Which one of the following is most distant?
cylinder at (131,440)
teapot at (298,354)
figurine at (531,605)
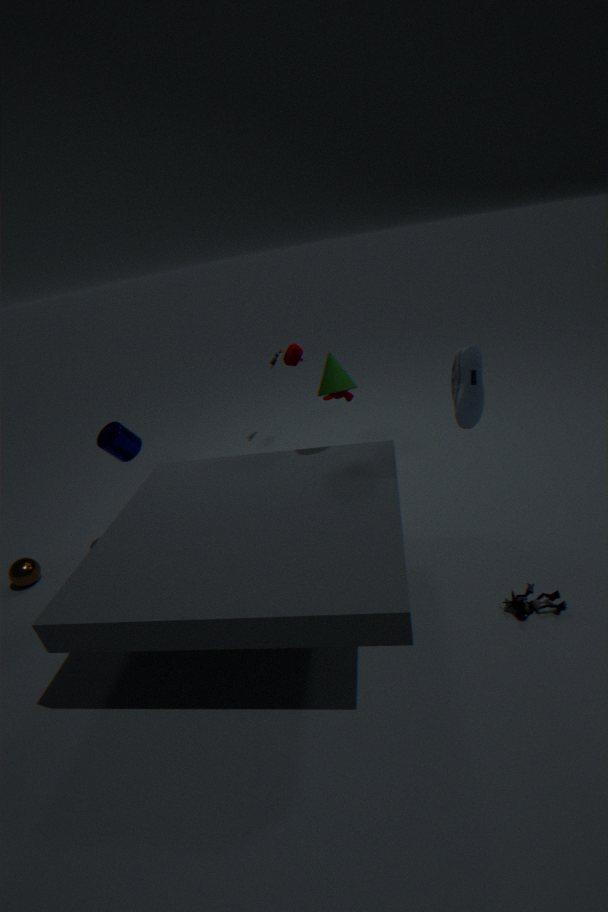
teapot at (298,354)
